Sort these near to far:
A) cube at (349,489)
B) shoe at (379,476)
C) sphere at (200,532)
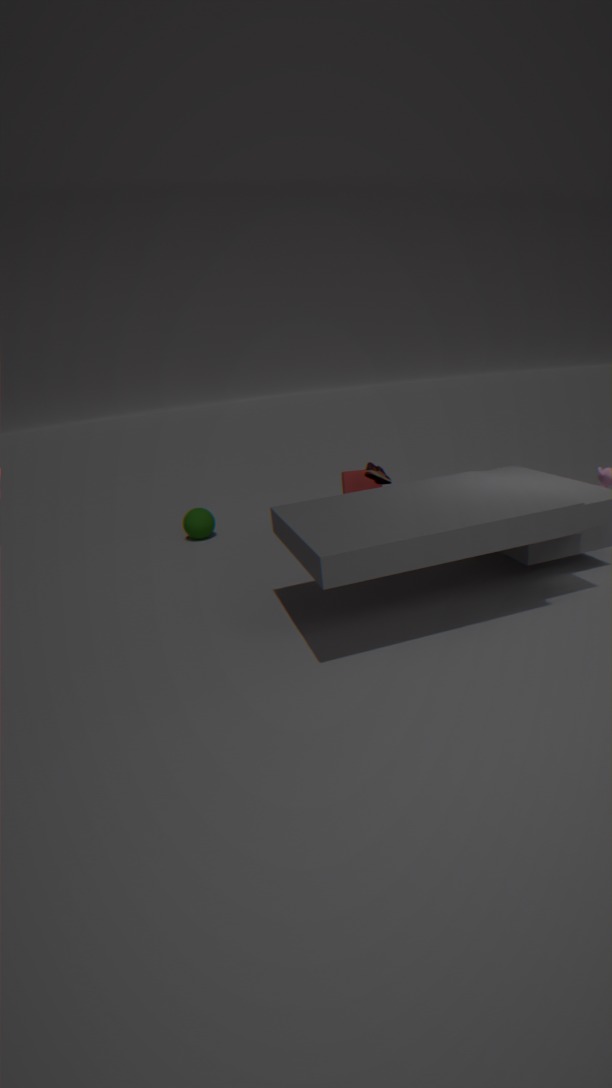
shoe at (379,476) → cube at (349,489) → sphere at (200,532)
